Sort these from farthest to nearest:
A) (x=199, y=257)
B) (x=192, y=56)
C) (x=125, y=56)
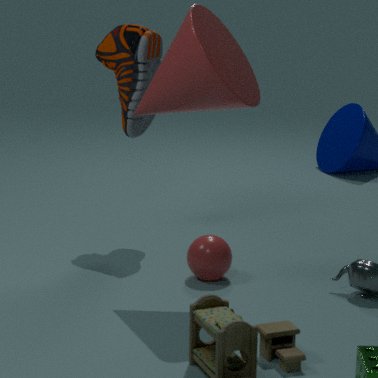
(x=125, y=56) → (x=199, y=257) → (x=192, y=56)
